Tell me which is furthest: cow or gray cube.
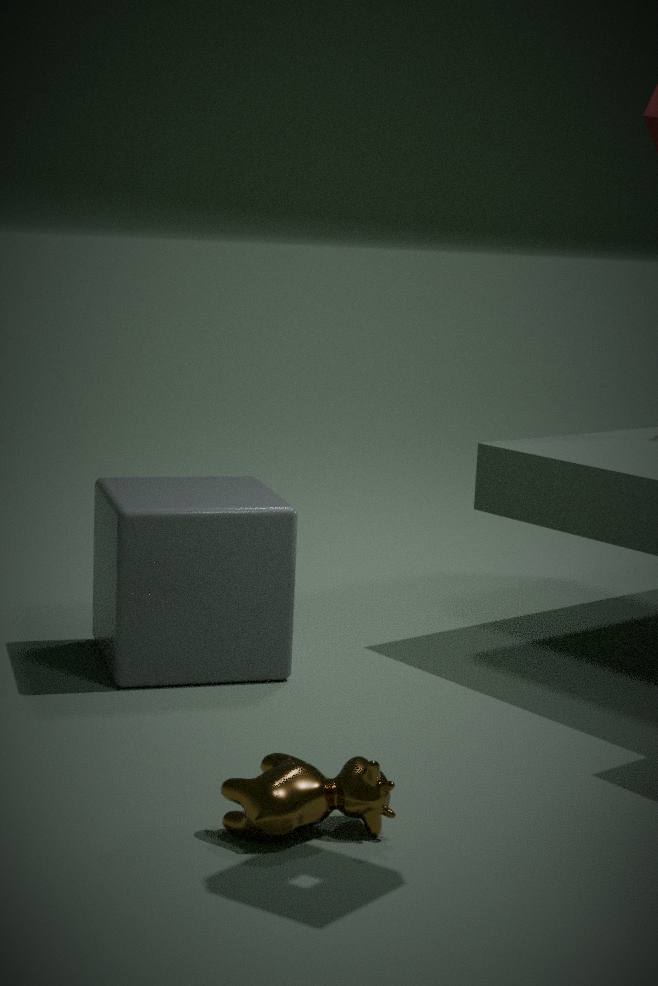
gray cube
